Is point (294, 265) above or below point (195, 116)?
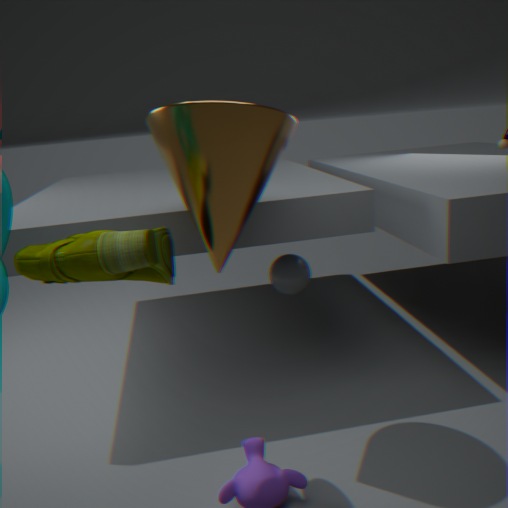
below
